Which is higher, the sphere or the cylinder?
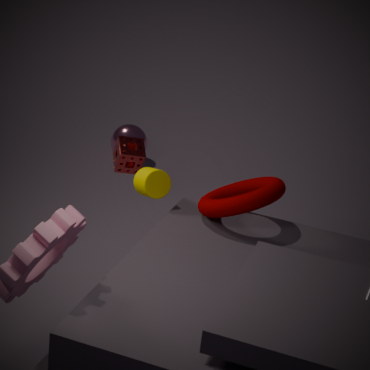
the cylinder
